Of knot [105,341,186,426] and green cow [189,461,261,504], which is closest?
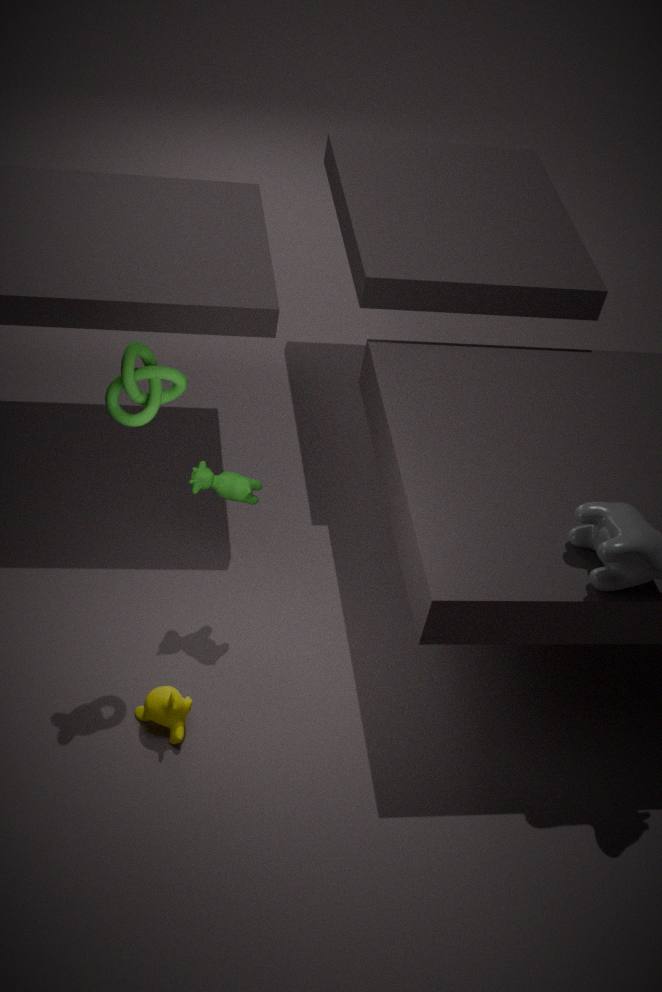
knot [105,341,186,426]
